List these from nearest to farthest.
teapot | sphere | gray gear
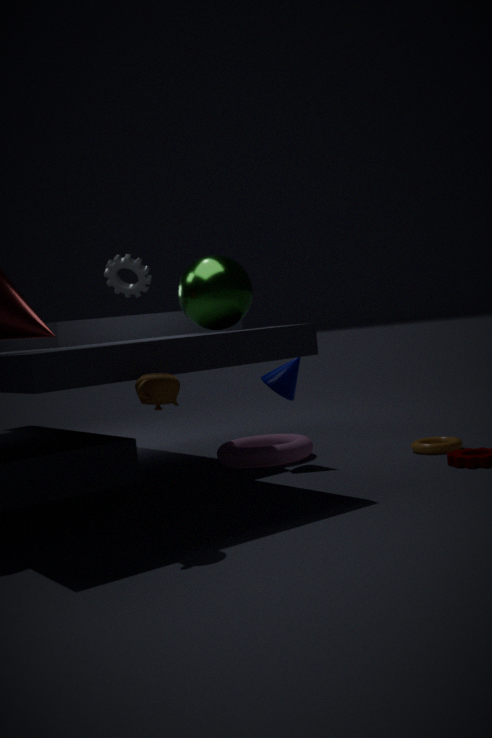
1. teapot
2. sphere
3. gray gear
